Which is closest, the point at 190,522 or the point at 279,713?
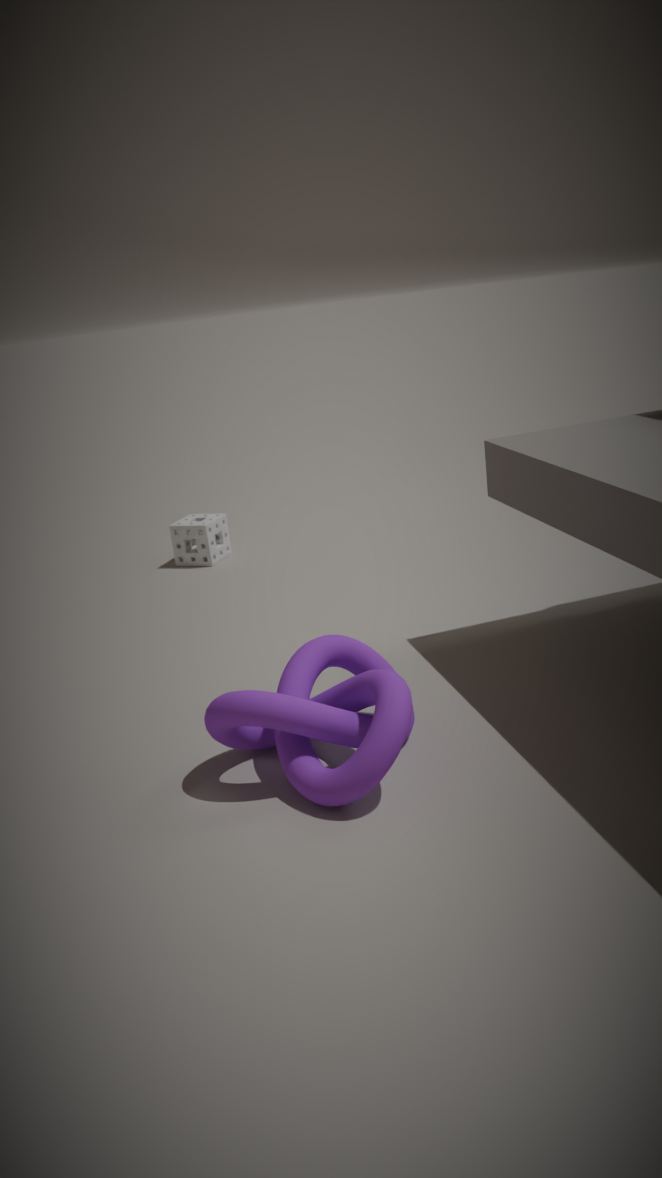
the point at 279,713
